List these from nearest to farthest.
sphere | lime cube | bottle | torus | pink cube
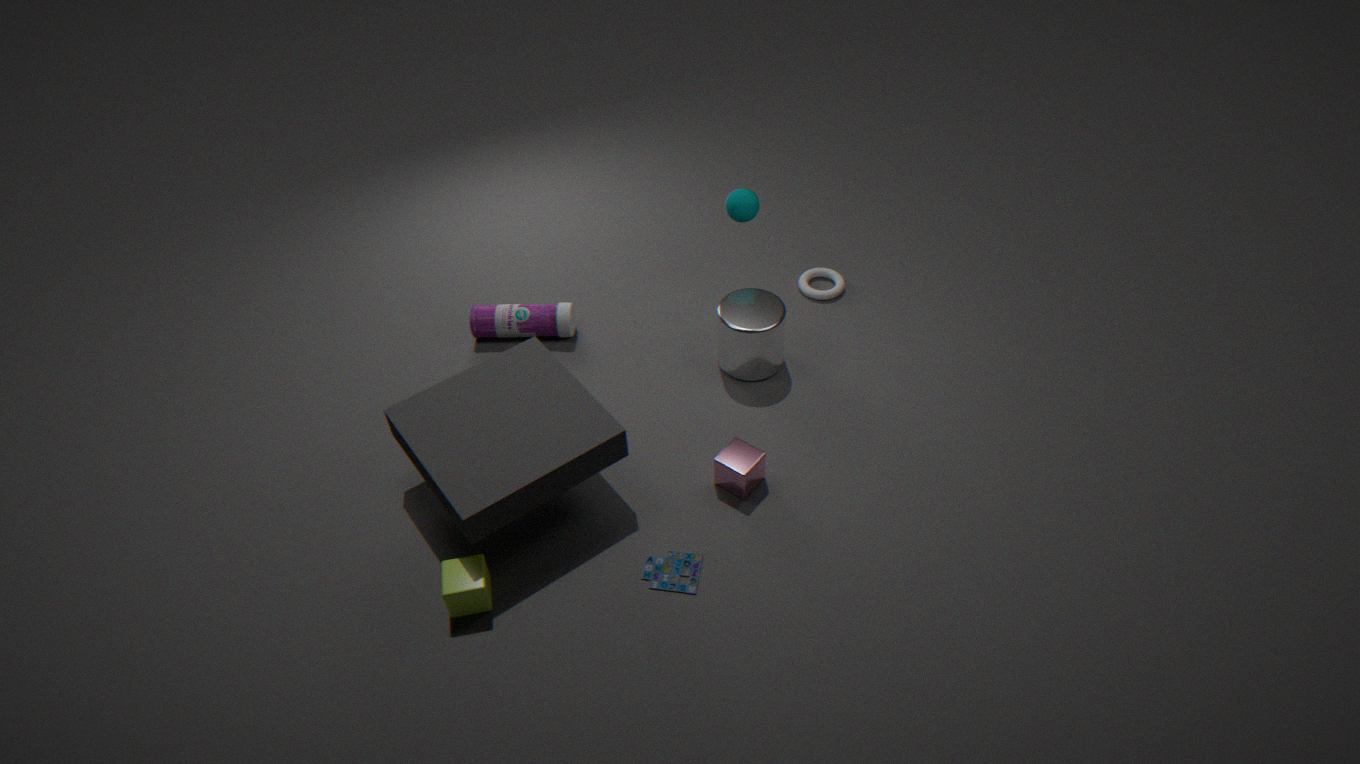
lime cube → pink cube → sphere → bottle → torus
